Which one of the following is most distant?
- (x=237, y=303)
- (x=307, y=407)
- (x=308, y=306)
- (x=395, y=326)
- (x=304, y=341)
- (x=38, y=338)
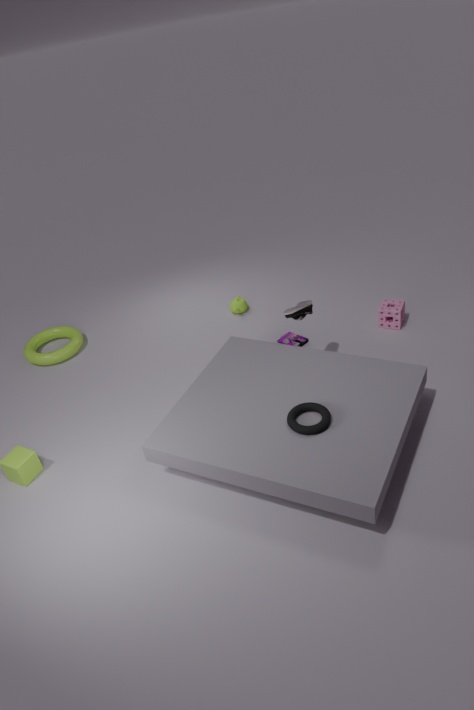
(x=38, y=338)
